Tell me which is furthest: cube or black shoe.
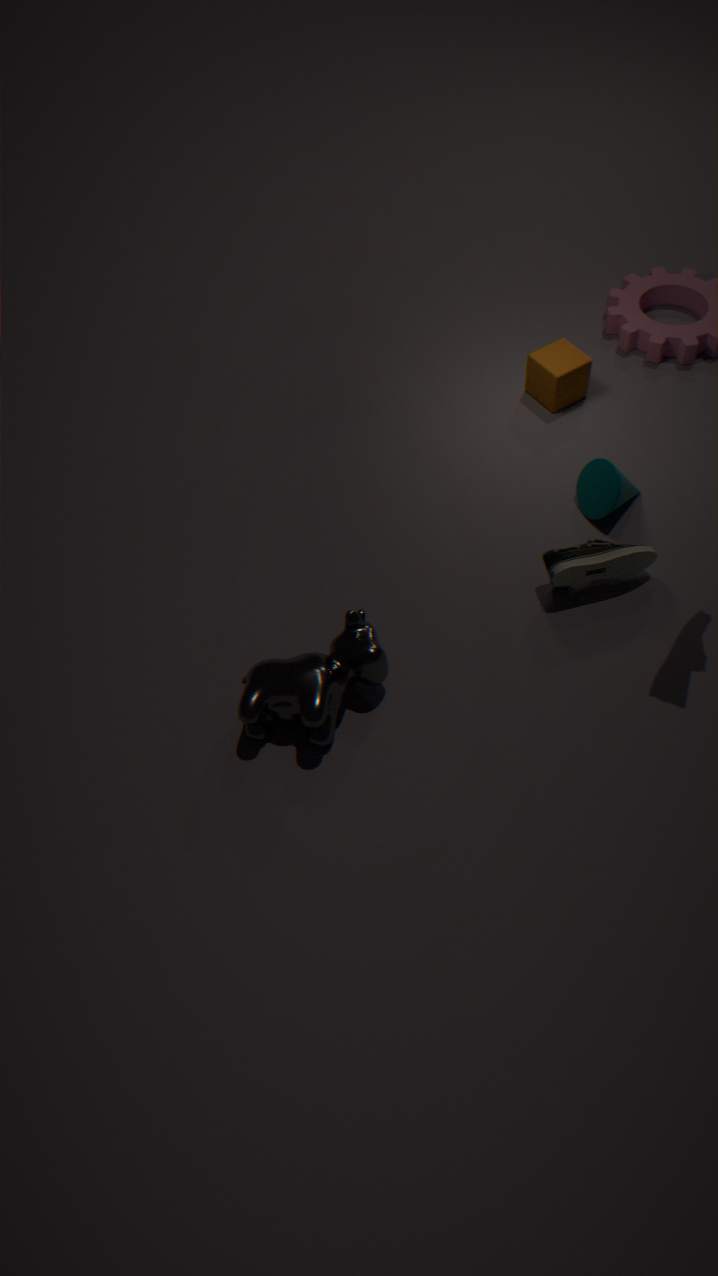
cube
